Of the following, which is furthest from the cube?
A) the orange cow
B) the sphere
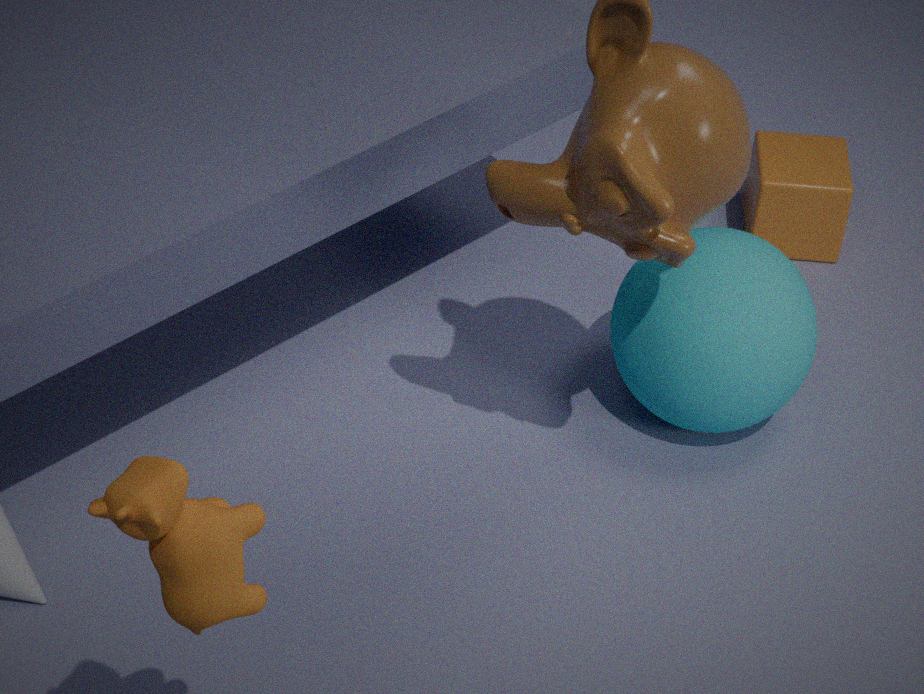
the orange cow
